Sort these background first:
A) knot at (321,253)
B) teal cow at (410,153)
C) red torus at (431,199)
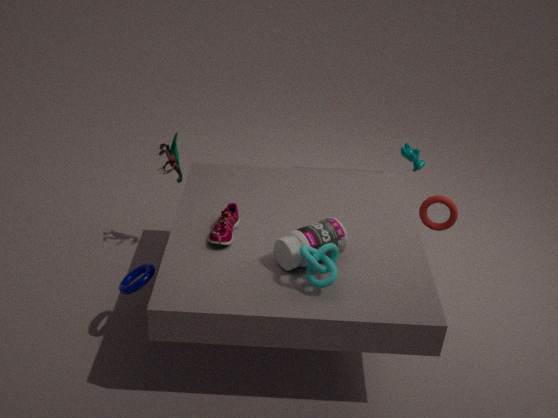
1. teal cow at (410,153)
2. red torus at (431,199)
3. knot at (321,253)
